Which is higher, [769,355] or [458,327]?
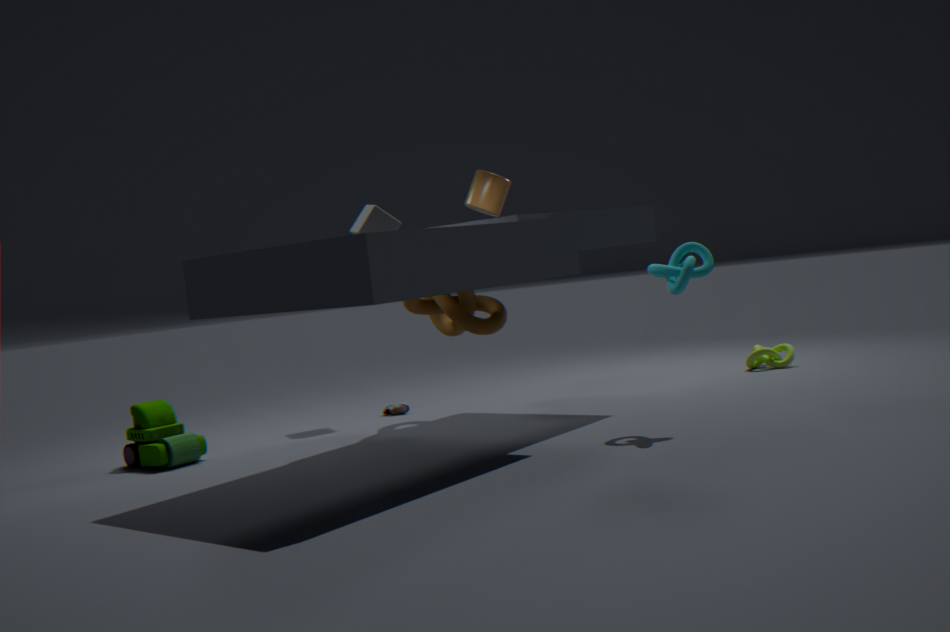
[458,327]
